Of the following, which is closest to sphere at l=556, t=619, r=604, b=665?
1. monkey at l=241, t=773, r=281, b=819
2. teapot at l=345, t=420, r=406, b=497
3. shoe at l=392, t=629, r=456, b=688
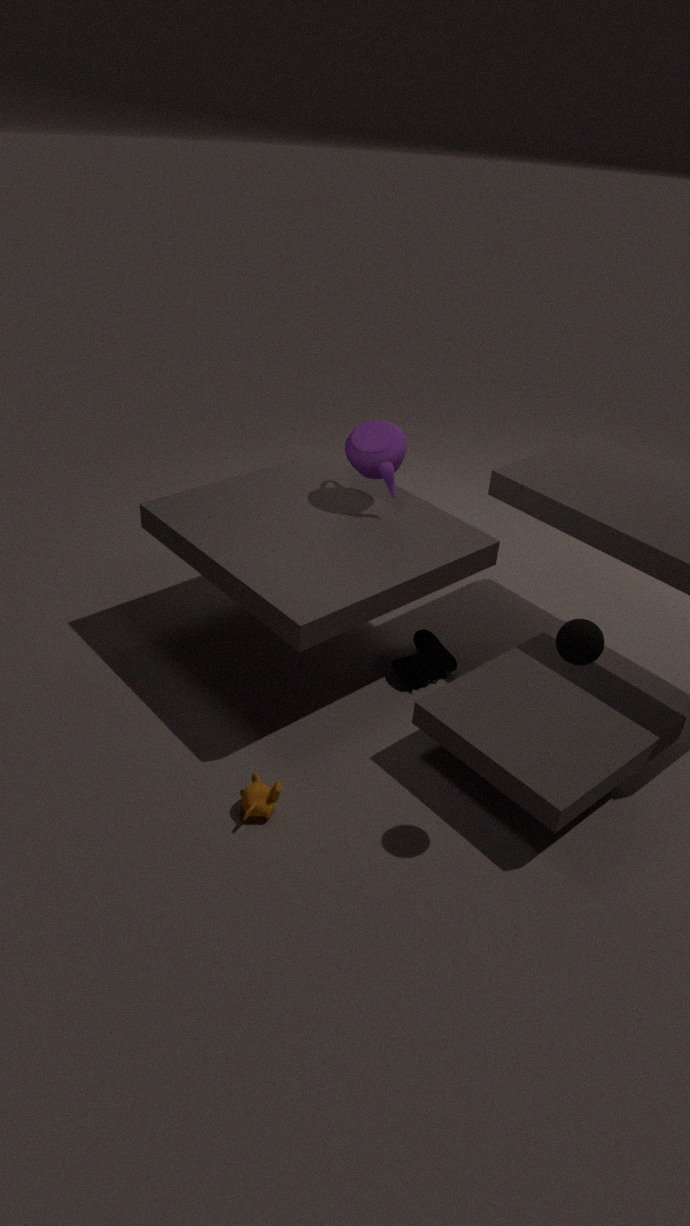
shoe at l=392, t=629, r=456, b=688
